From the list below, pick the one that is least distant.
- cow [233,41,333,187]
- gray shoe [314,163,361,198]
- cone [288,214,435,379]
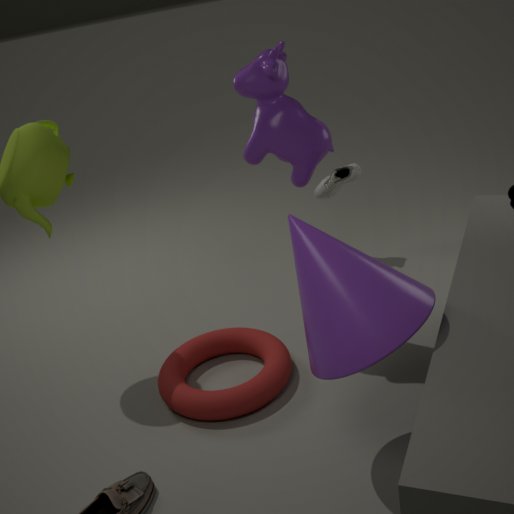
cone [288,214,435,379]
